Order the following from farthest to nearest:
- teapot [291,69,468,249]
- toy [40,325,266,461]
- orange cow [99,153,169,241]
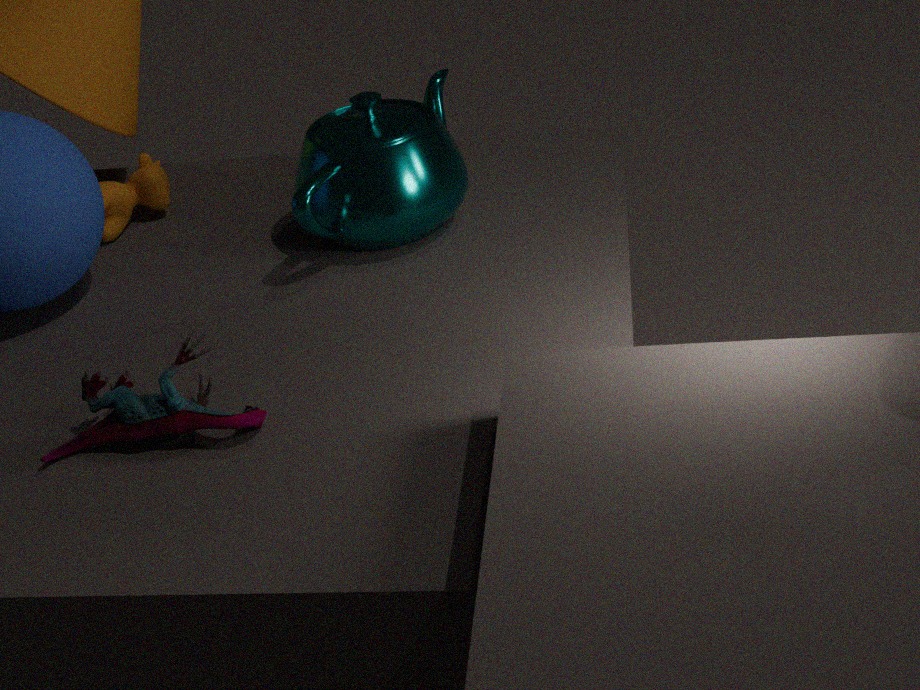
orange cow [99,153,169,241] → teapot [291,69,468,249] → toy [40,325,266,461]
